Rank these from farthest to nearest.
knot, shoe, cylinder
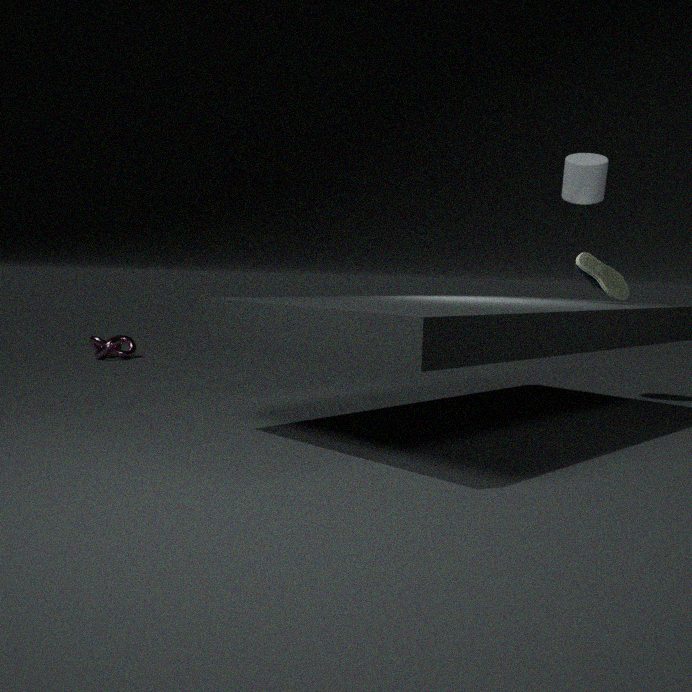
knot
cylinder
shoe
